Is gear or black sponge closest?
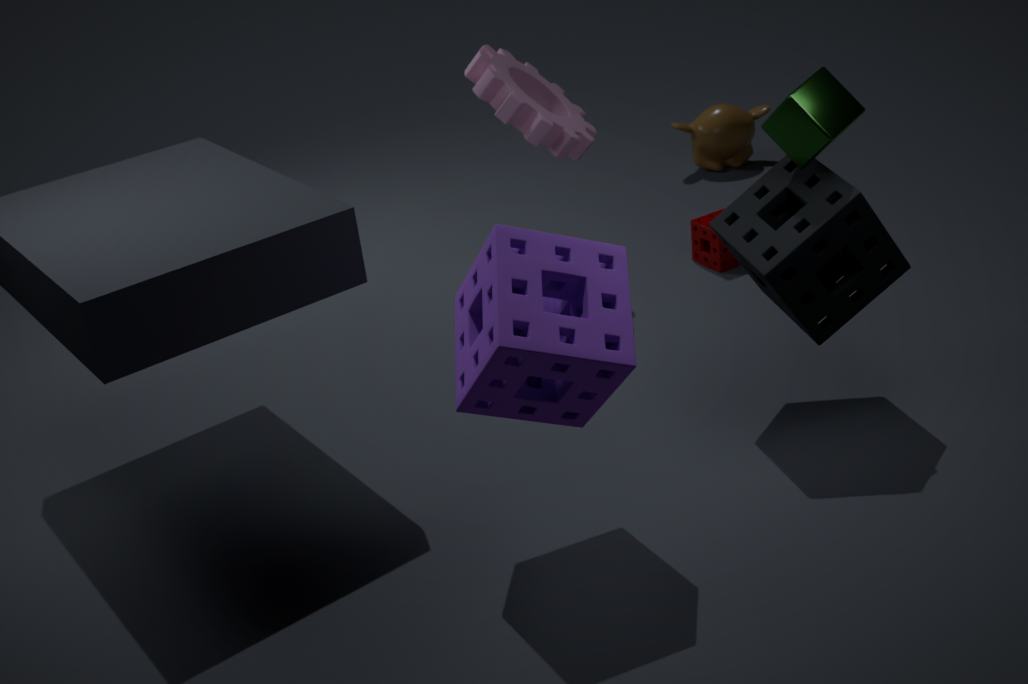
black sponge
